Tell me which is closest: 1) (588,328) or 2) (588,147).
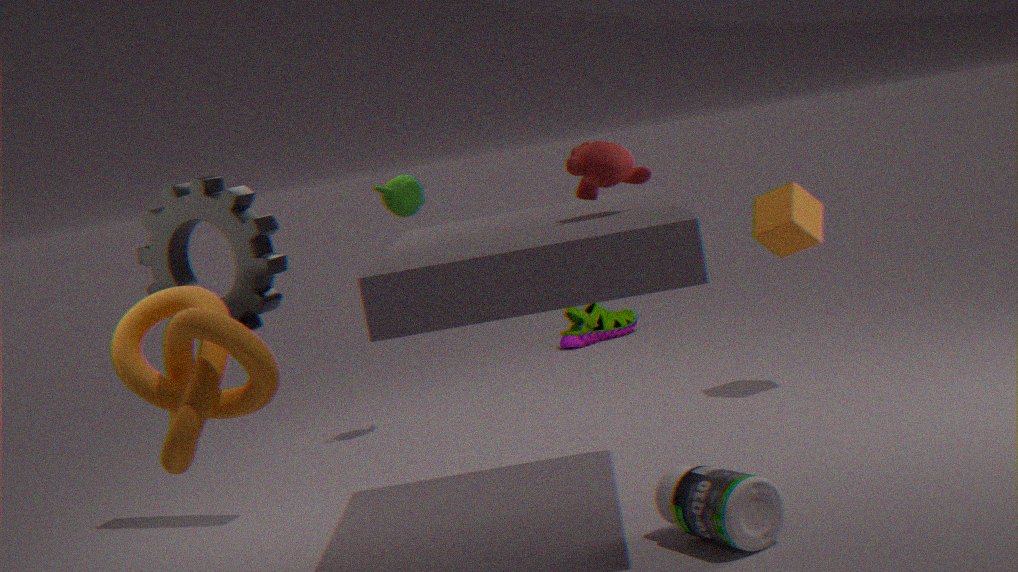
2. (588,147)
